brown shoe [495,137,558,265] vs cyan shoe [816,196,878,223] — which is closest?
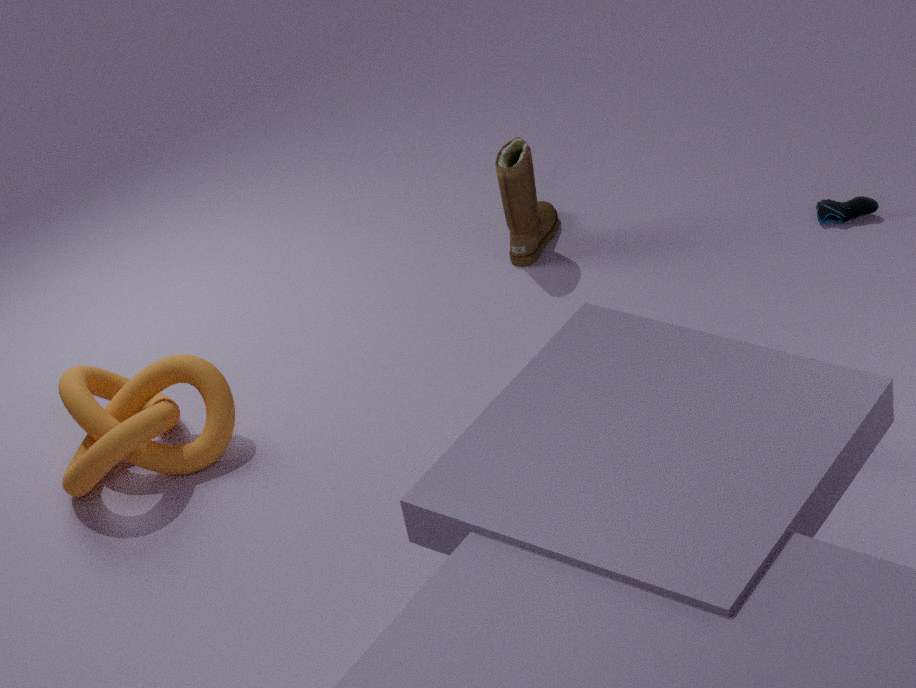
brown shoe [495,137,558,265]
